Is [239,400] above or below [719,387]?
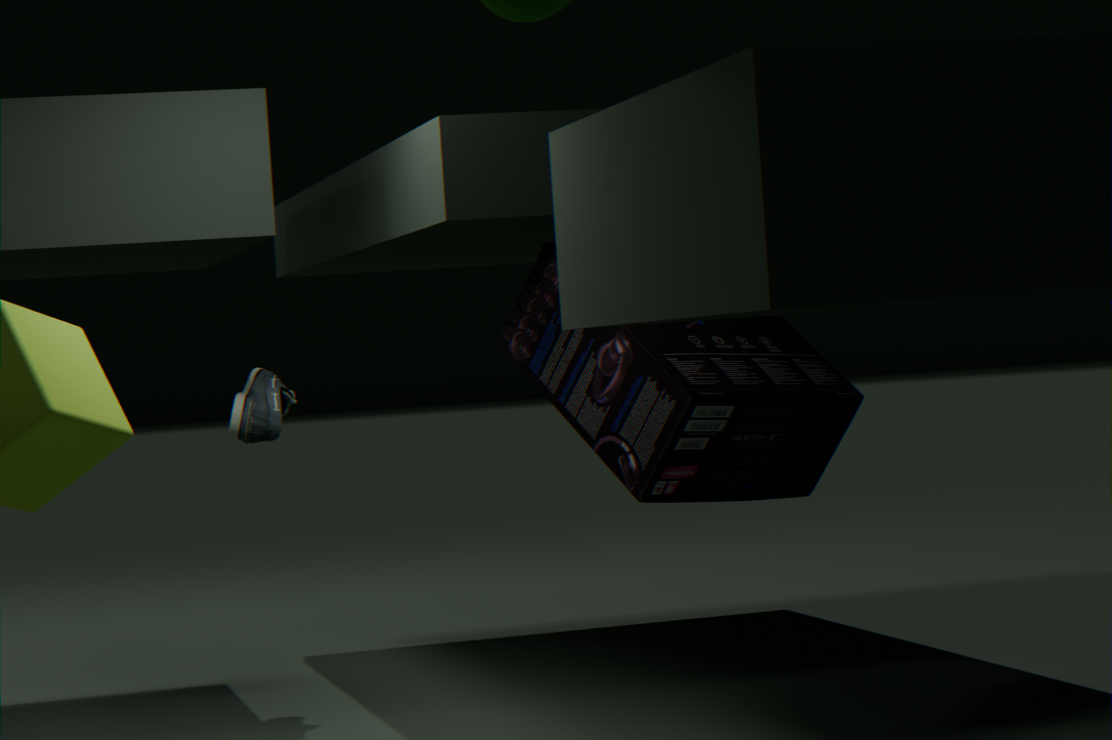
below
